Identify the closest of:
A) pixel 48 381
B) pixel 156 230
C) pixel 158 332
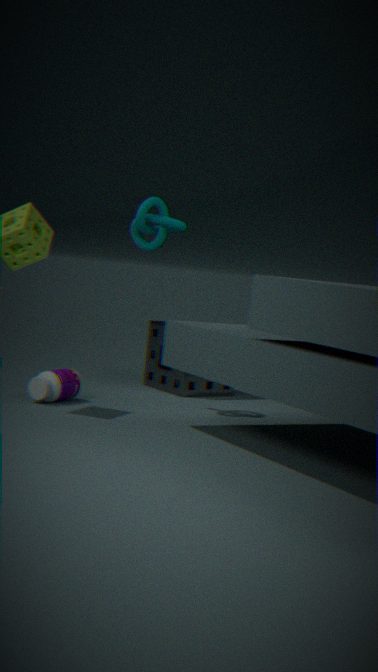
pixel 48 381
